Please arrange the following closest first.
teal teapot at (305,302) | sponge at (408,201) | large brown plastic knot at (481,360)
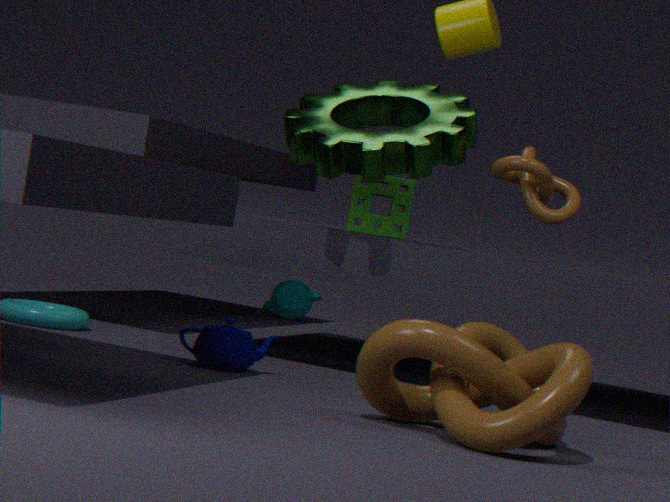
1. large brown plastic knot at (481,360)
2. sponge at (408,201)
3. teal teapot at (305,302)
